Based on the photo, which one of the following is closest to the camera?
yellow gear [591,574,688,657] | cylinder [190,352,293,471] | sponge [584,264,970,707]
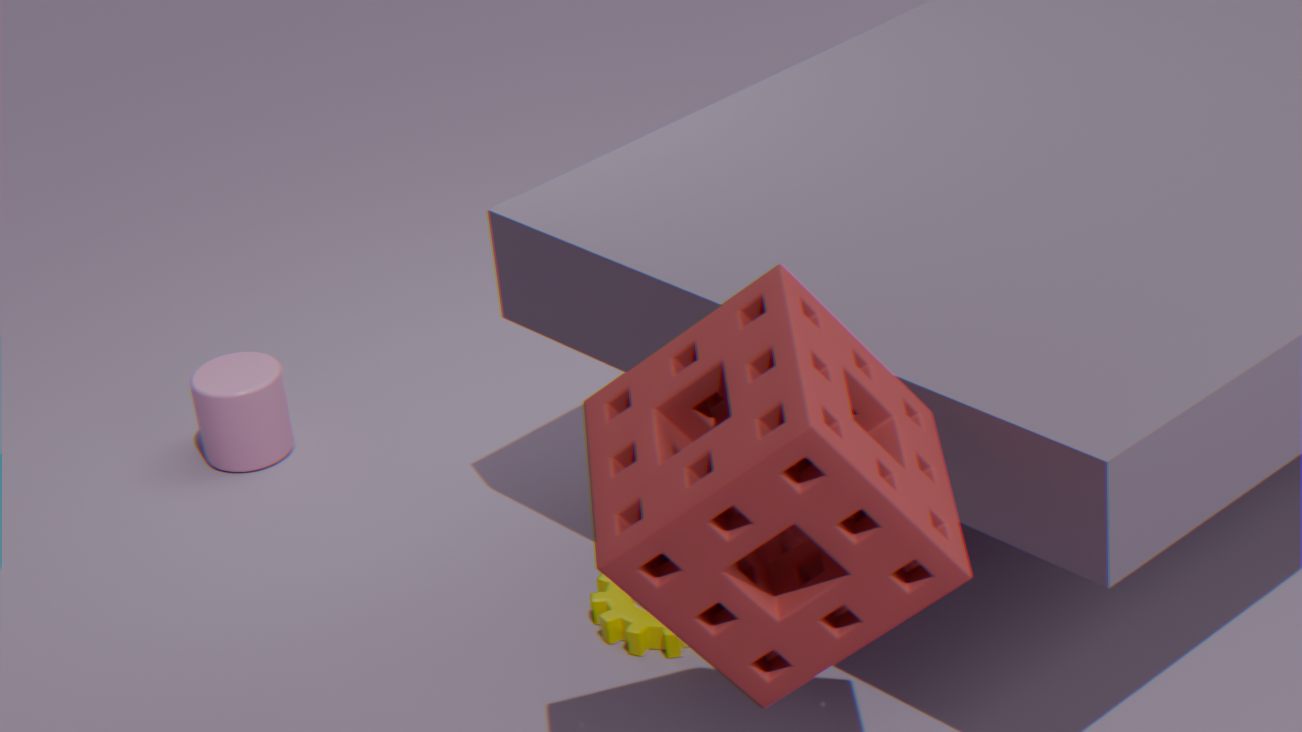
sponge [584,264,970,707]
